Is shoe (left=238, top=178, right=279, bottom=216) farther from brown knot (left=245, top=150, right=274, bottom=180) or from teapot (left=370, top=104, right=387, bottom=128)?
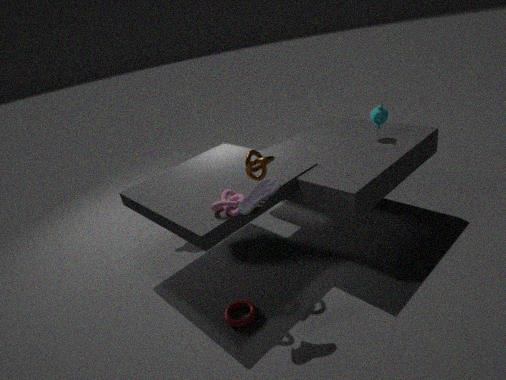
teapot (left=370, top=104, right=387, bottom=128)
